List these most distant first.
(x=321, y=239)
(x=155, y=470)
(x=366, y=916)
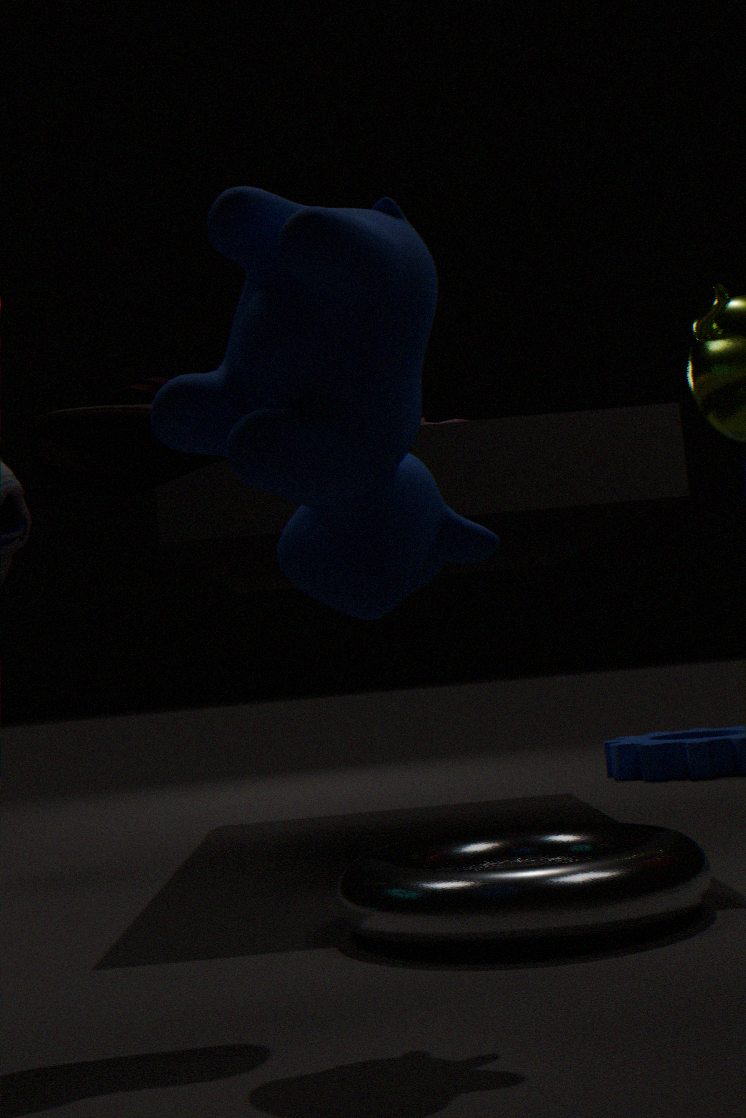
(x=366, y=916), (x=155, y=470), (x=321, y=239)
